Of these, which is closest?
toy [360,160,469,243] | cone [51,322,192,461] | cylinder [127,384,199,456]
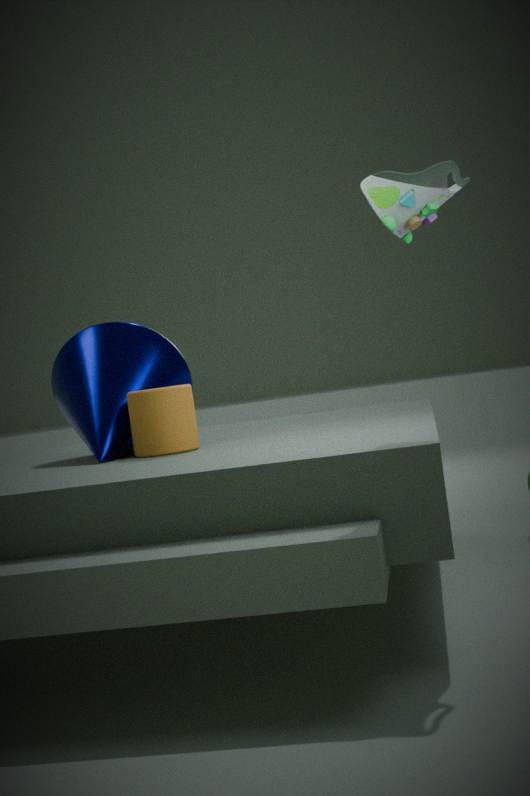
toy [360,160,469,243]
